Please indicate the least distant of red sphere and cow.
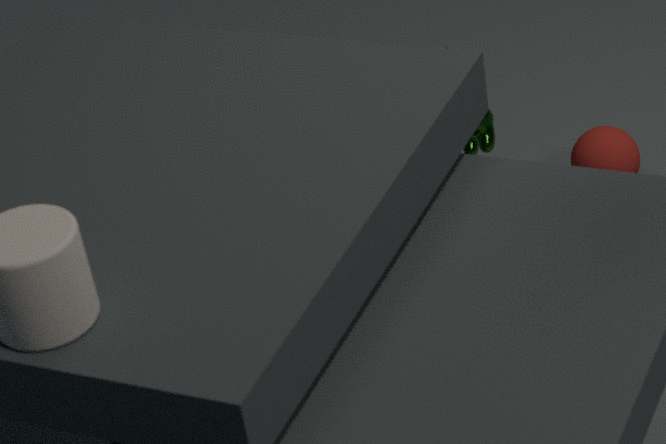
cow
